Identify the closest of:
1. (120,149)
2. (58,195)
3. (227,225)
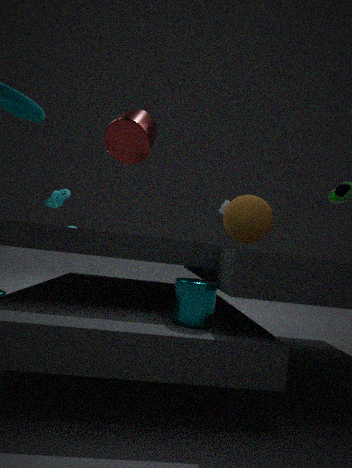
(120,149)
